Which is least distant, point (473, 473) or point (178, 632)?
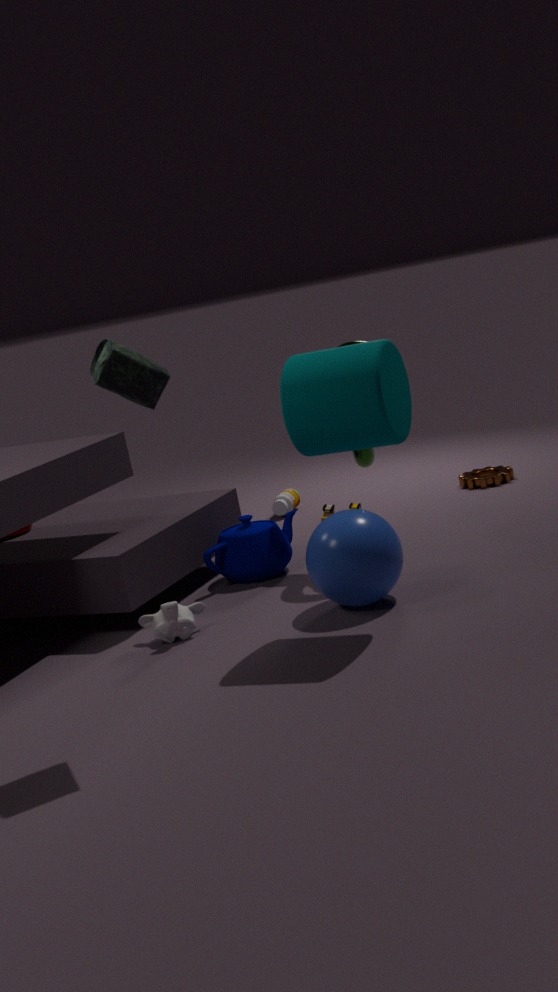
point (178, 632)
